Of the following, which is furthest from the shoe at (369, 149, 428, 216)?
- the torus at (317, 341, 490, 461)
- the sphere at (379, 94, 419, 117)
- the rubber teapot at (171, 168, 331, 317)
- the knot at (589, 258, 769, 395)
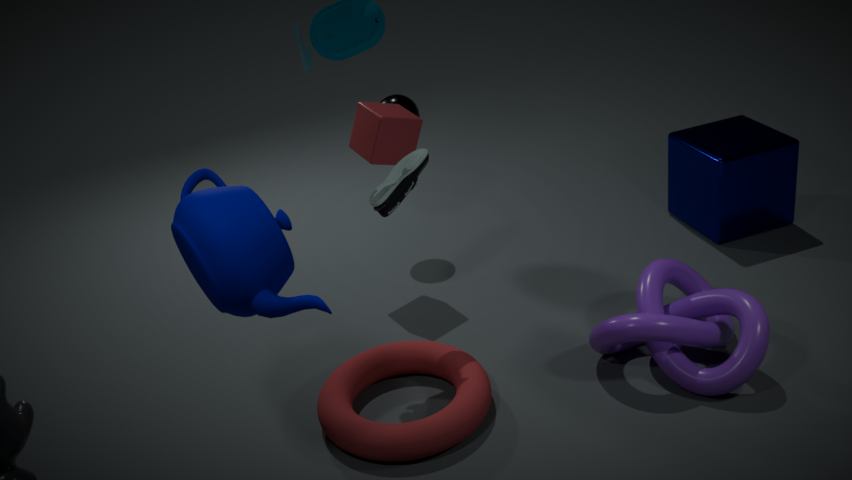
the knot at (589, 258, 769, 395)
